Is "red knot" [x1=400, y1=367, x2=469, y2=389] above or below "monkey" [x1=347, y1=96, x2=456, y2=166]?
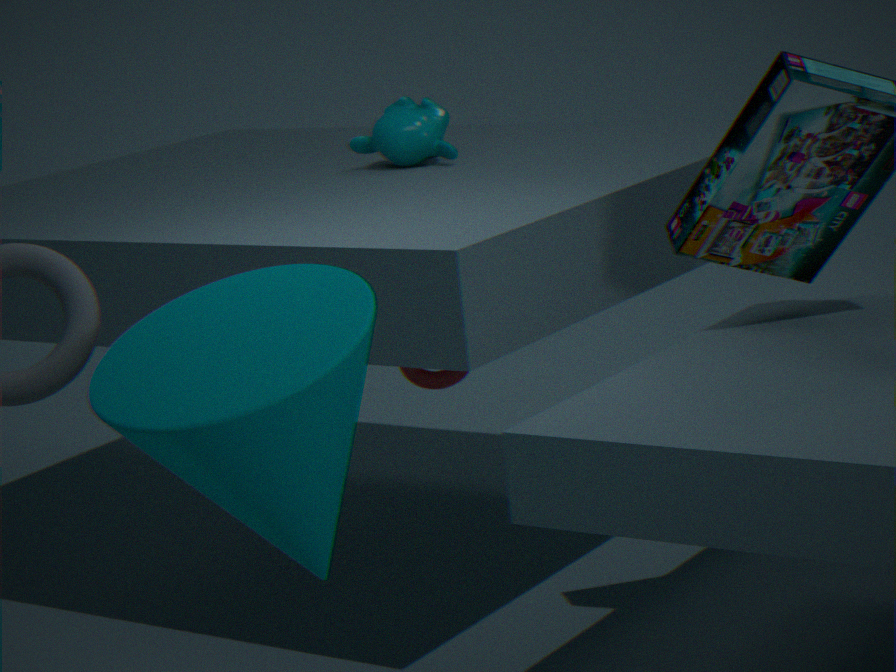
below
